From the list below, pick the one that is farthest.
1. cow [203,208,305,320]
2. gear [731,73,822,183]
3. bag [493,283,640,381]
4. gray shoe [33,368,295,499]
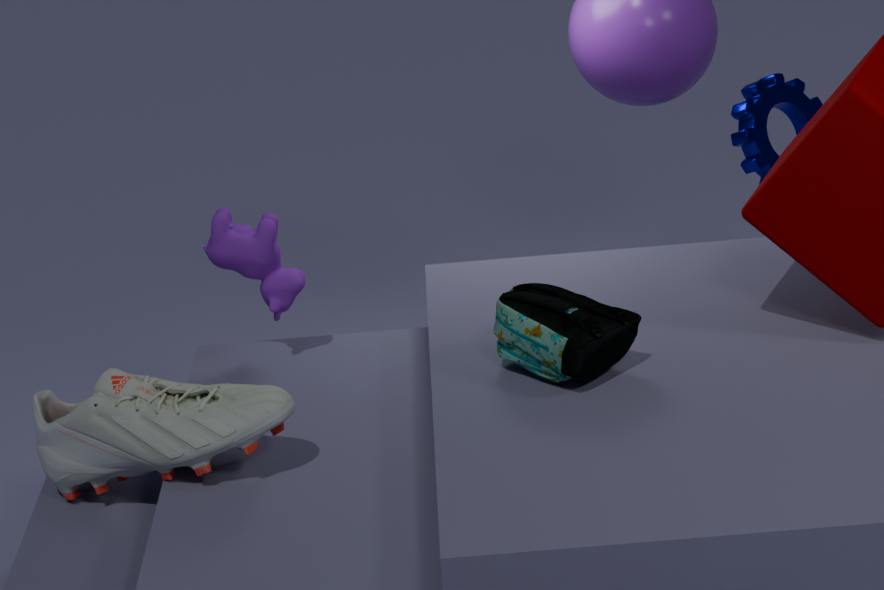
gear [731,73,822,183]
